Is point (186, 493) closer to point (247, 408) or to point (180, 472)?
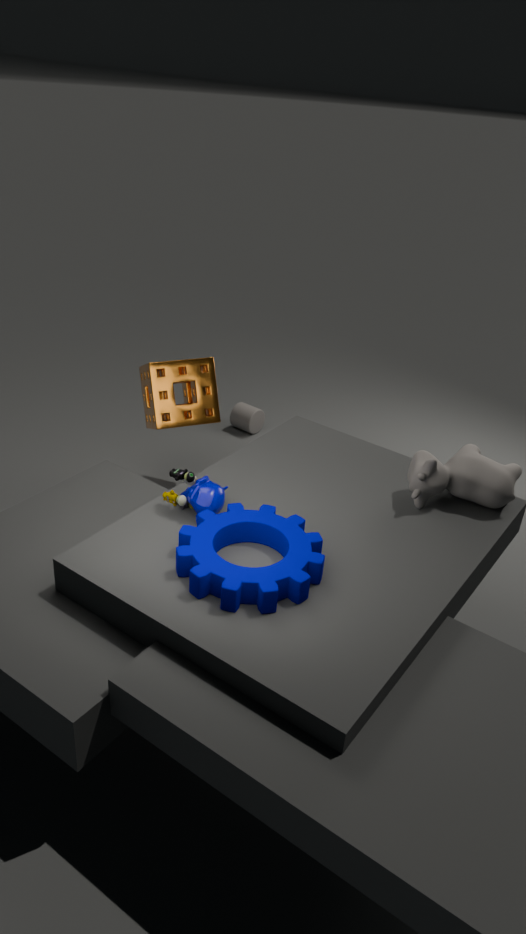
point (180, 472)
